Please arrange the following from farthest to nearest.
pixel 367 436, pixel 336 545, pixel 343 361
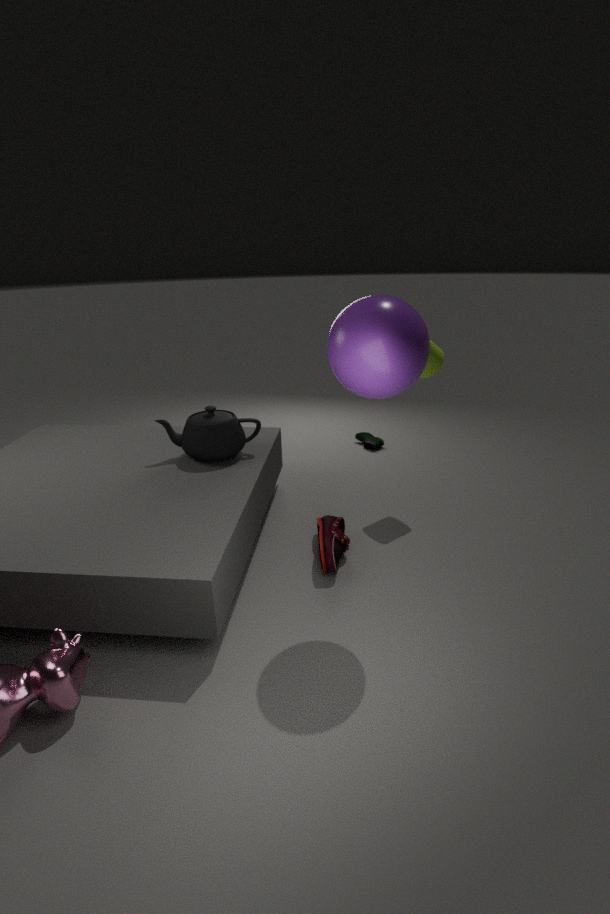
pixel 367 436 < pixel 336 545 < pixel 343 361
